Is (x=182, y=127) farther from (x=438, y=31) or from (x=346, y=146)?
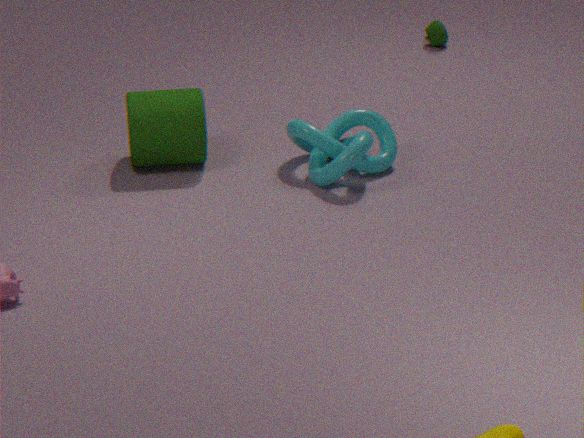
(x=438, y=31)
